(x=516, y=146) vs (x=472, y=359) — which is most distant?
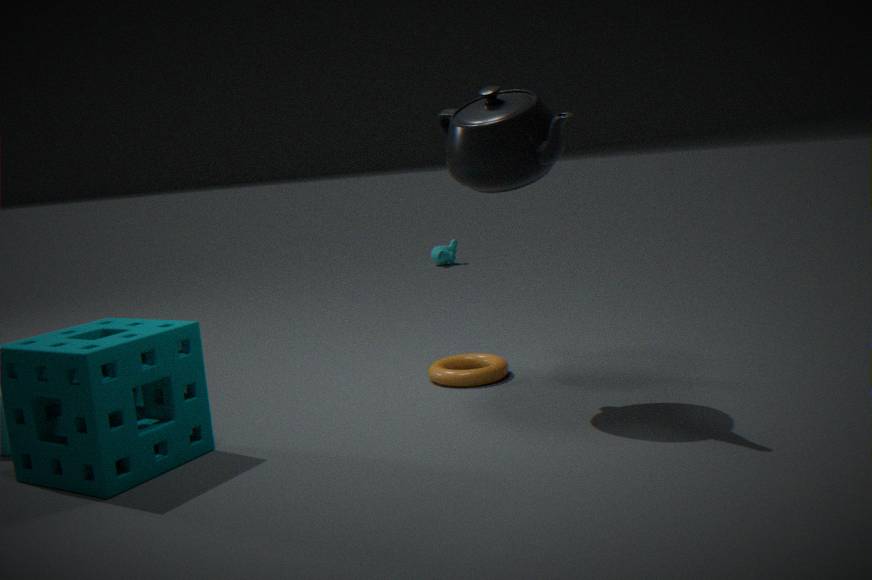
(x=472, y=359)
